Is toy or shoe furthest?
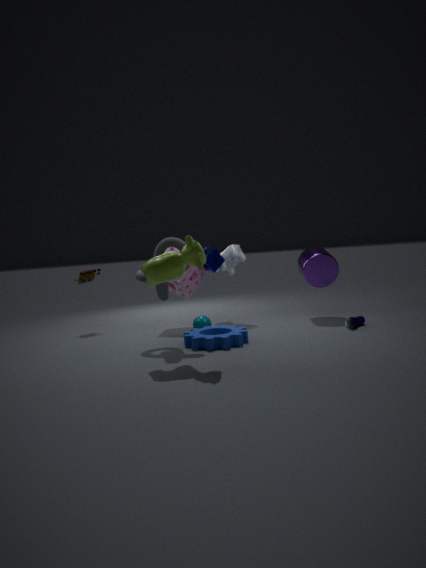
toy
